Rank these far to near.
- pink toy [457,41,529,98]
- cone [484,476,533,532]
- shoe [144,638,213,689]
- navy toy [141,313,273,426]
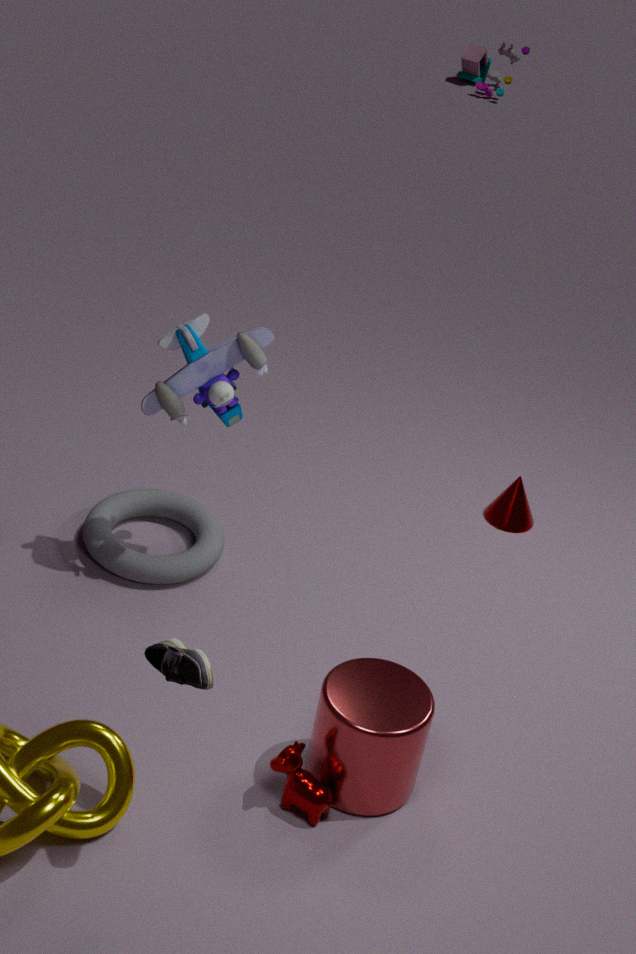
pink toy [457,41,529,98] → cone [484,476,533,532] → navy toy [141,313,273,426] → shoe [144,638,213,689]
